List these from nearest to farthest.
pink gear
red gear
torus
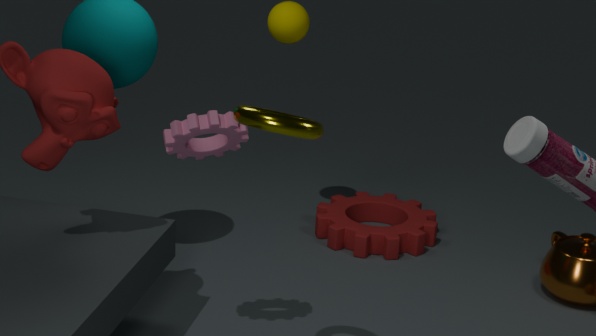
torus → pink gear → red gear
